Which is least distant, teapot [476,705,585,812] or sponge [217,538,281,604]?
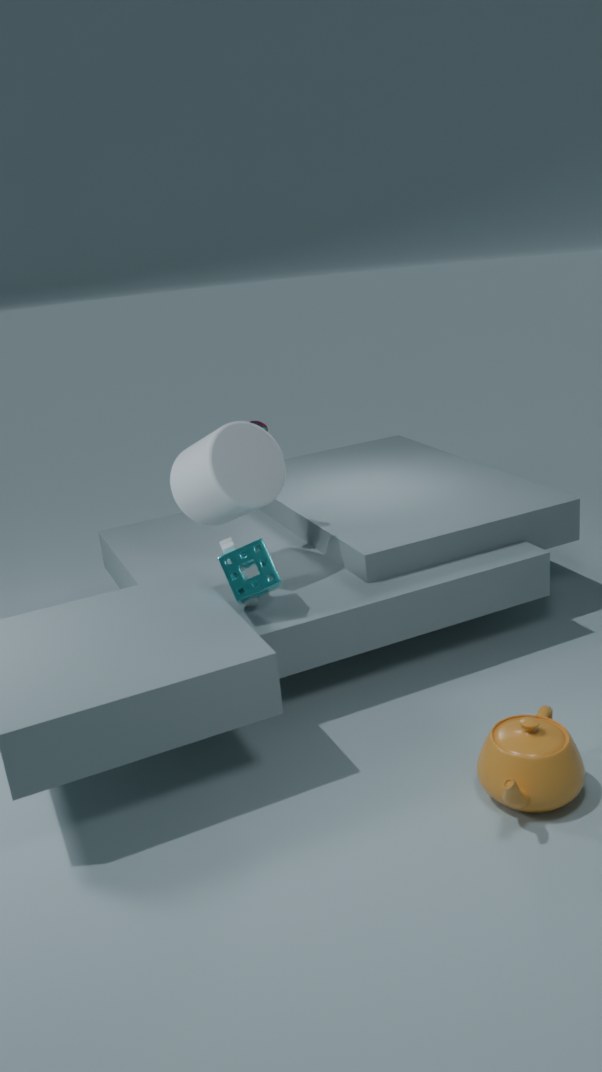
teapot [476,705,585,812]
